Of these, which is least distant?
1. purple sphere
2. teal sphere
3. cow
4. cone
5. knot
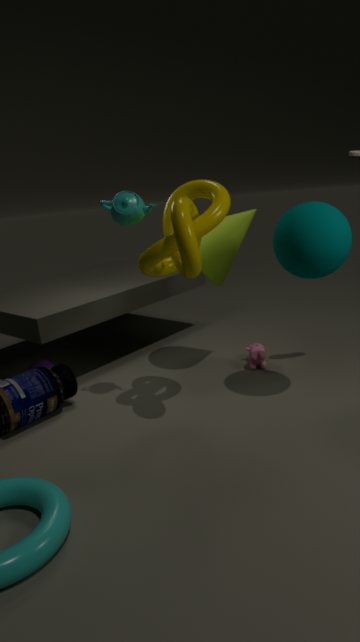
knot
